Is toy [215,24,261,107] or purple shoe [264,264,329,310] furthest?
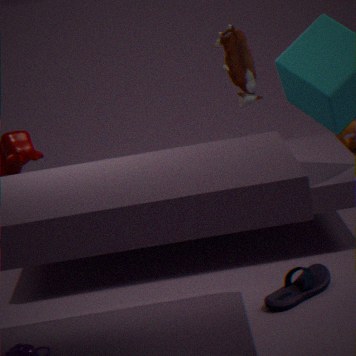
toy [215,24,261,107]
